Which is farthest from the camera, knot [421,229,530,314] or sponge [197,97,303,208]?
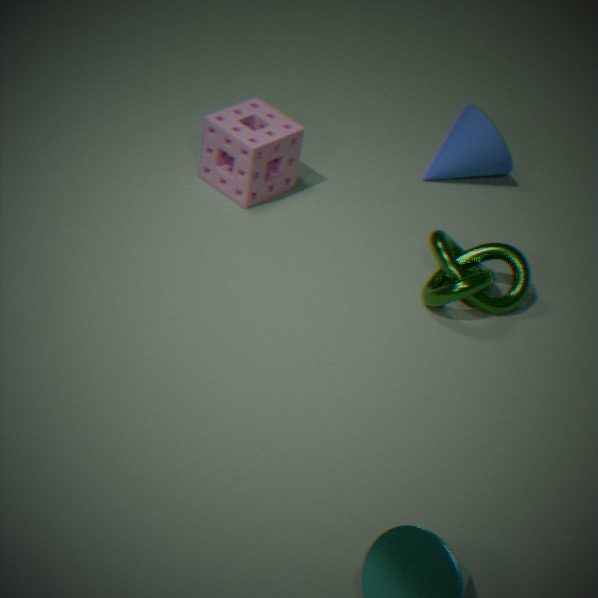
sponge [197,97,303,208]
